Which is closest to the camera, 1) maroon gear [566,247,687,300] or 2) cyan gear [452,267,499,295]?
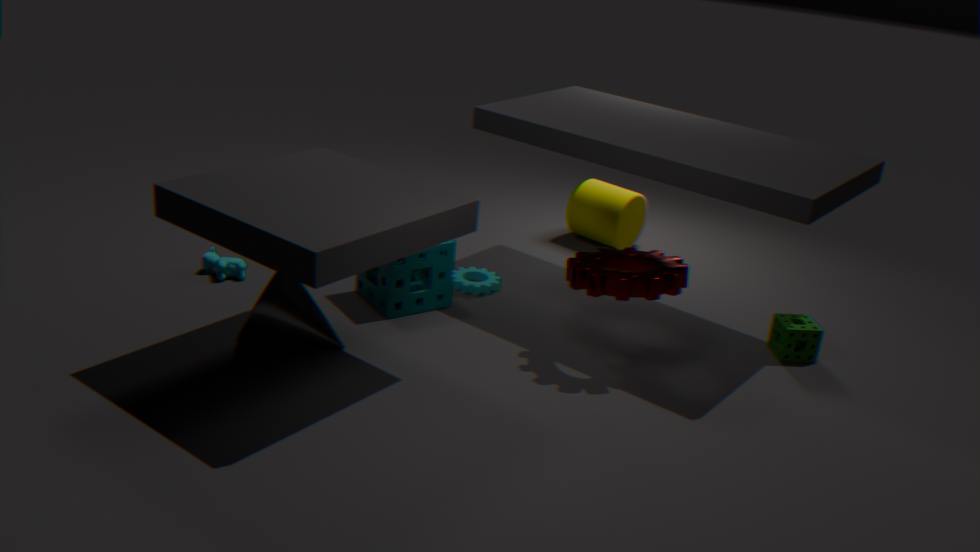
1. maroon gear [566,247,687,300]
